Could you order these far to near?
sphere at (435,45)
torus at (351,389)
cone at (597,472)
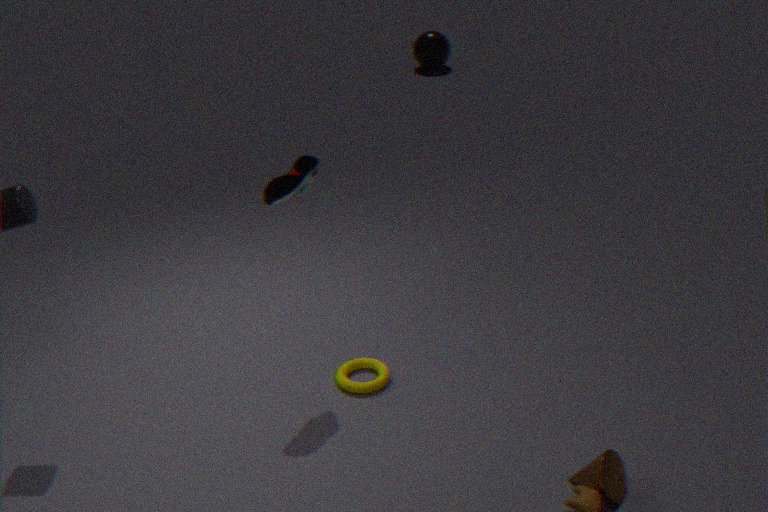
sphere at (435,45), torus at (351,389), cone at (597,472)
